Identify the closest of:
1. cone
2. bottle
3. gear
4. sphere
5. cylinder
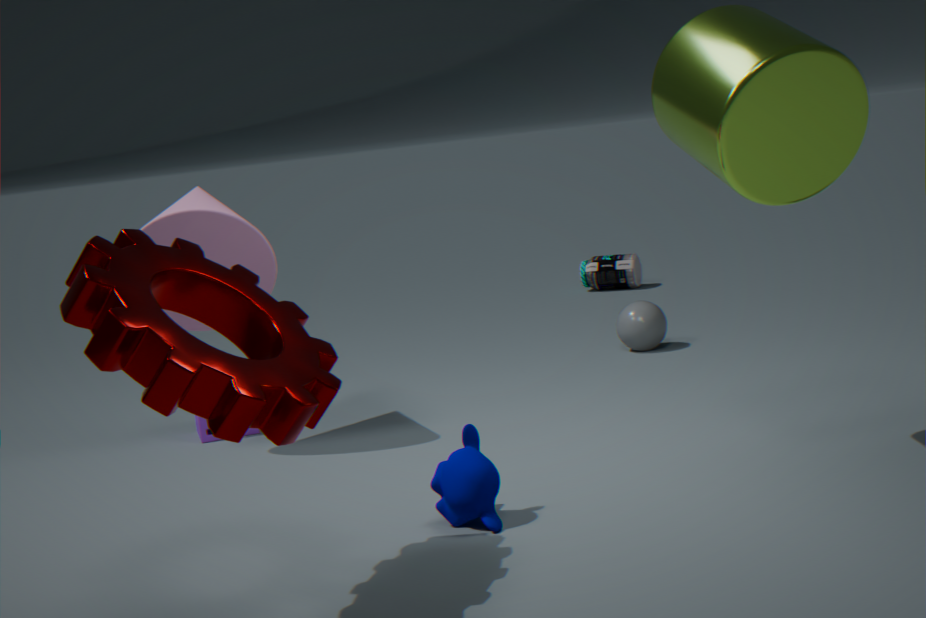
gear
